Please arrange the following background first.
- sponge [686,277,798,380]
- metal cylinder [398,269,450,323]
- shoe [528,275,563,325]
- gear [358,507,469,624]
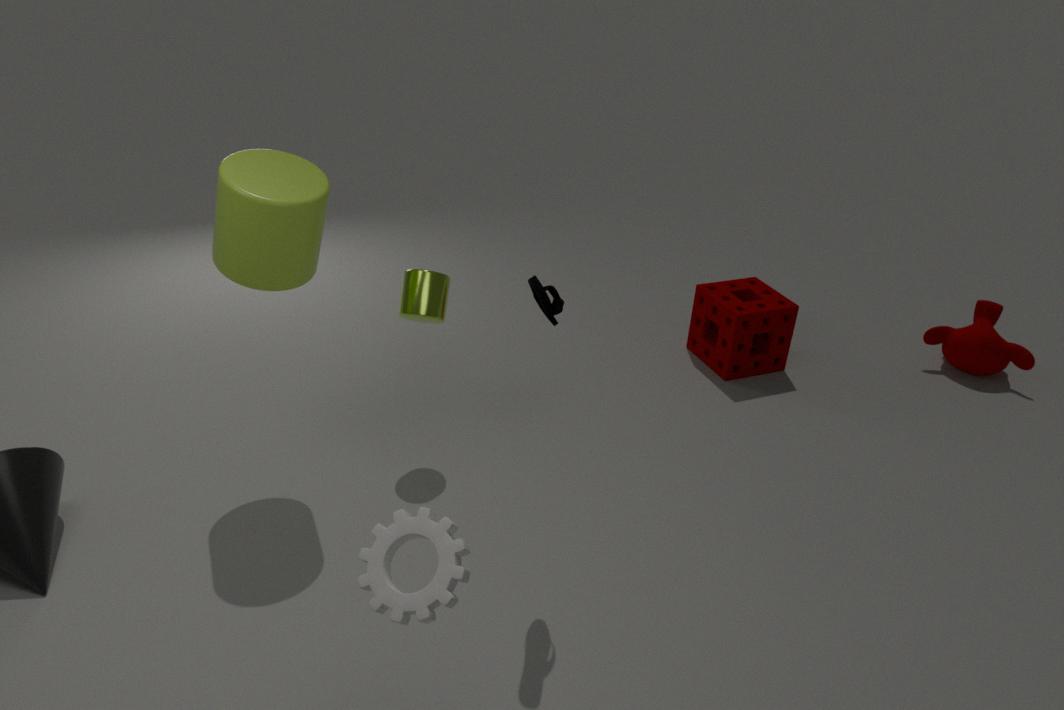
sponge [686,277,798,380], metal cylinder [398,269,450,323], shoe [528,275,563,325], gear [358,507,469,624]
